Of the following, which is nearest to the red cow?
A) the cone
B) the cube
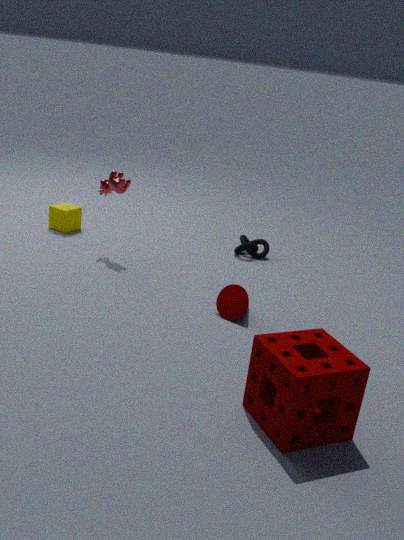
the cube
